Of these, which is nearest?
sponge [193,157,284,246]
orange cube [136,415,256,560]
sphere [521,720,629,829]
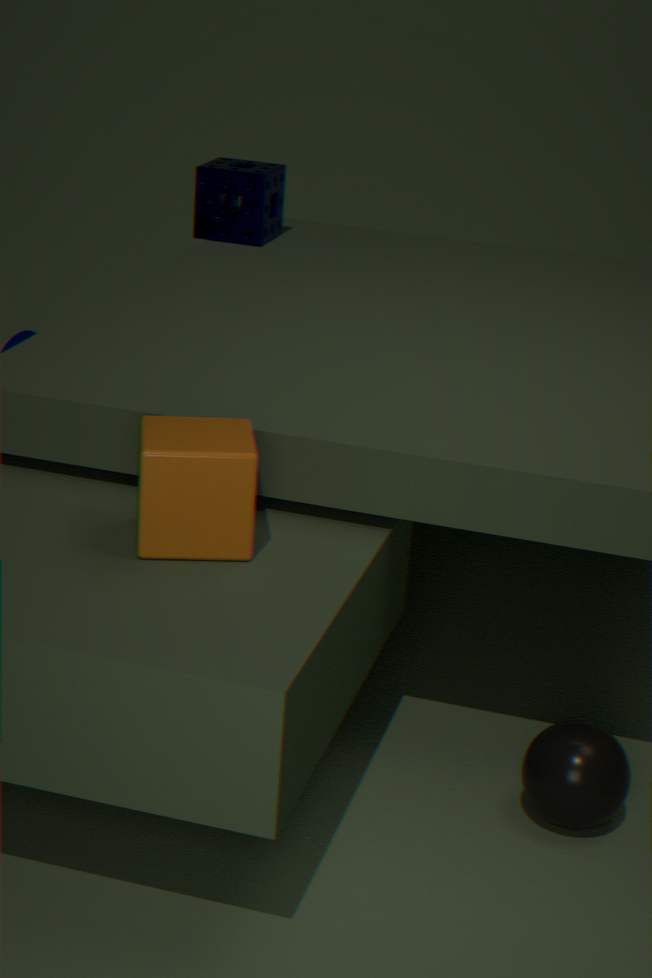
orange cube [136,415,256,560]
